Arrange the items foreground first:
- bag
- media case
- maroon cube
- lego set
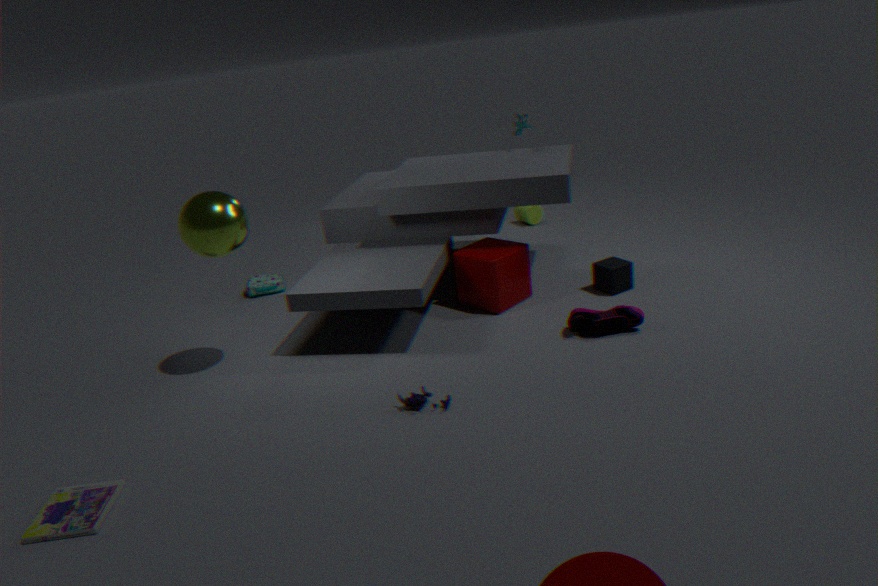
media case → lego set → maroon cube → bag
